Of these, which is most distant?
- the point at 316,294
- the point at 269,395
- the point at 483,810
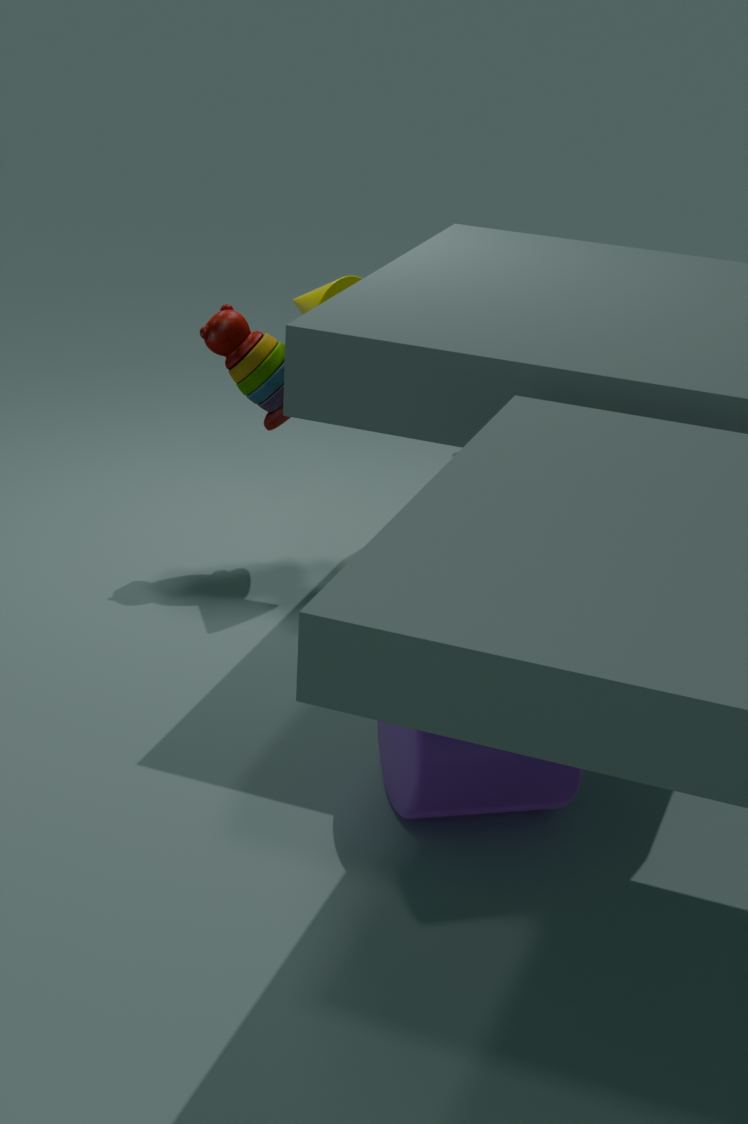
the point at 269,395
